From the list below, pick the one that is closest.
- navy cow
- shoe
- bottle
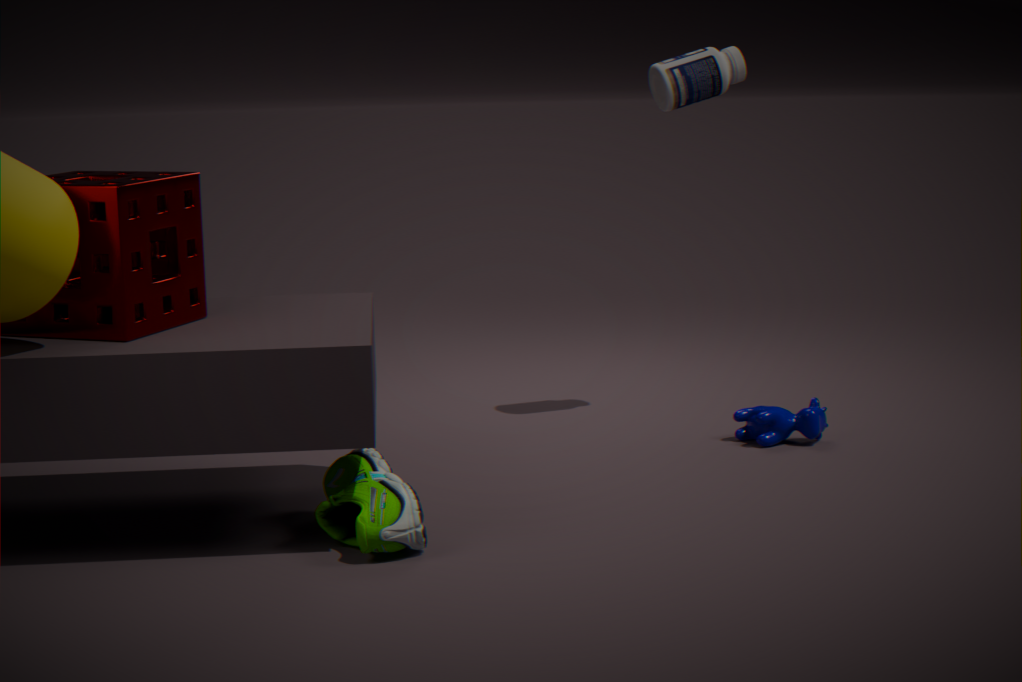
shoe
